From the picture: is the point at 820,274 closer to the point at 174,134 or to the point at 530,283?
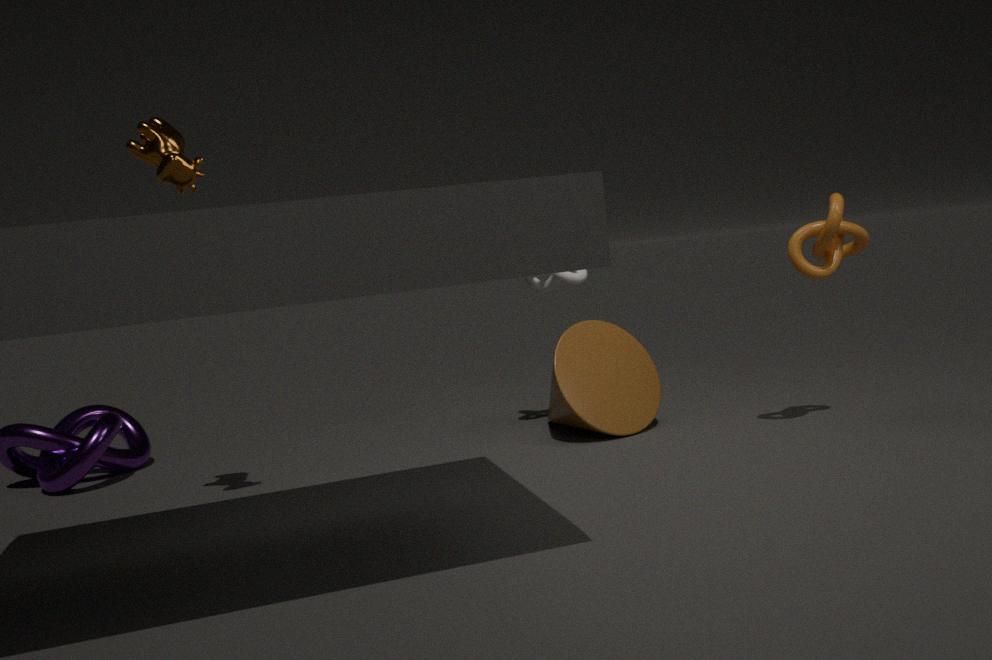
the point at 530,283
